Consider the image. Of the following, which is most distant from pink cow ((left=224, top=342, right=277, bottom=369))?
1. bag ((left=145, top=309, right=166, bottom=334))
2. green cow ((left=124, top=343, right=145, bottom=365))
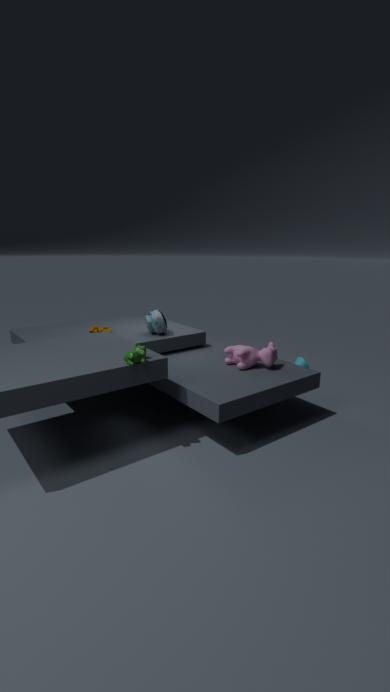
green cow ((left=124, top=343, right=145, bottom=365))
